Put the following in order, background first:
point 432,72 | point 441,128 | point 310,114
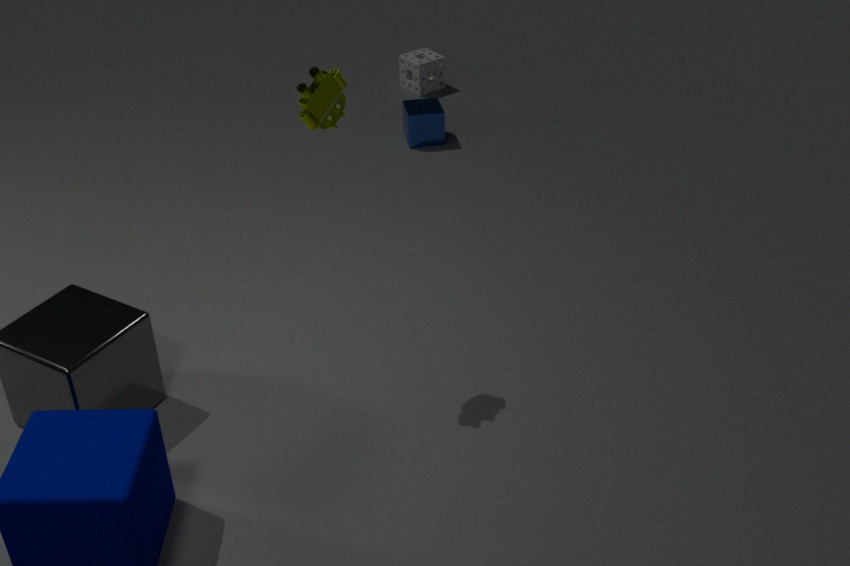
point 432,72, point 441,128, point 310,114
